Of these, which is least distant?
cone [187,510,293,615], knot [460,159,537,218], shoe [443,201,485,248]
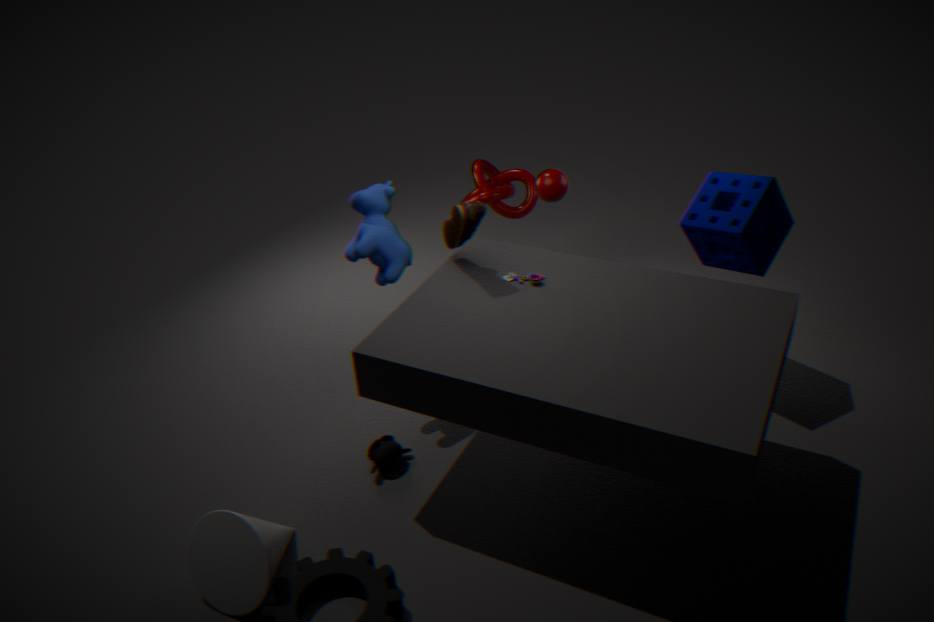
cone [187,510,293,615]
